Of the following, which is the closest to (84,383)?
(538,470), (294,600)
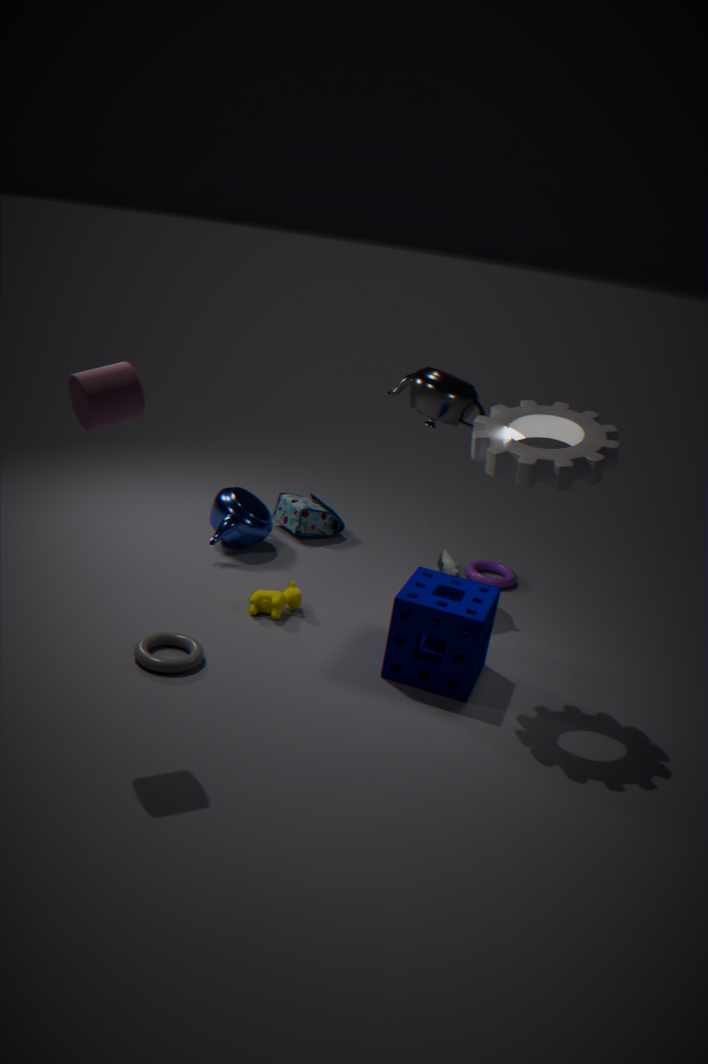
(294,600)
